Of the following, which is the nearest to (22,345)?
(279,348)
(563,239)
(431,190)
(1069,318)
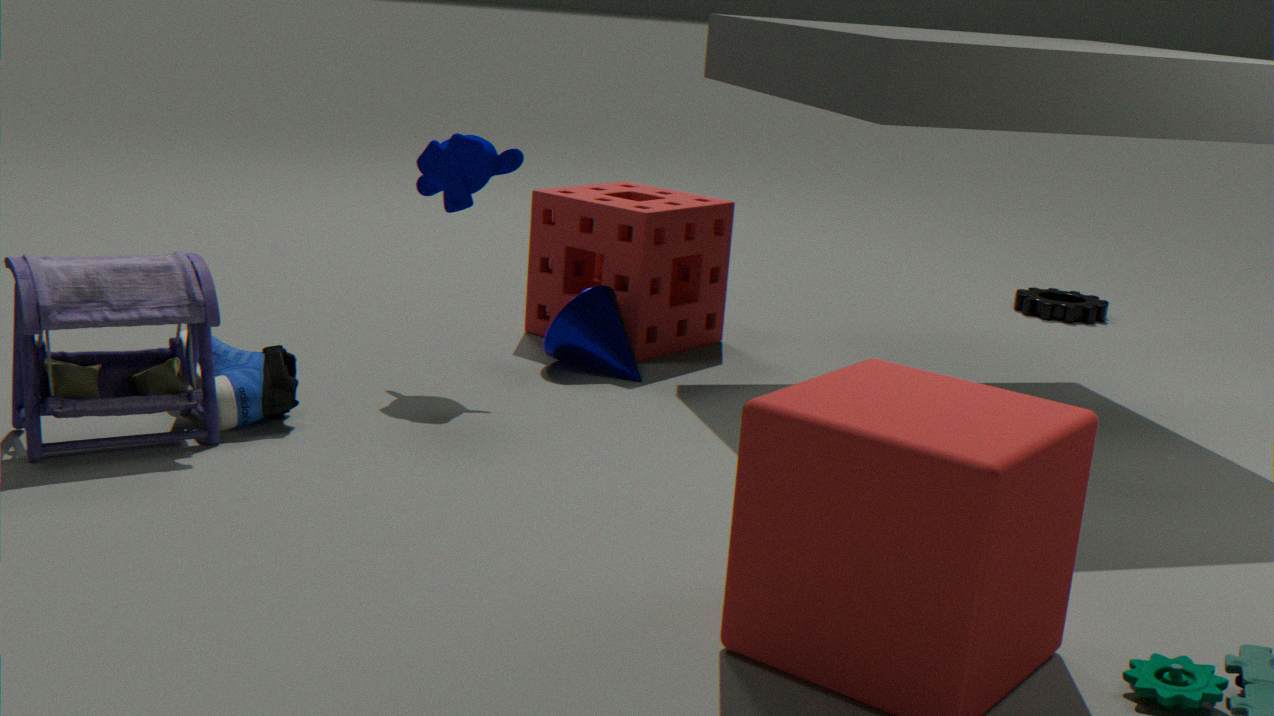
(279,348)
